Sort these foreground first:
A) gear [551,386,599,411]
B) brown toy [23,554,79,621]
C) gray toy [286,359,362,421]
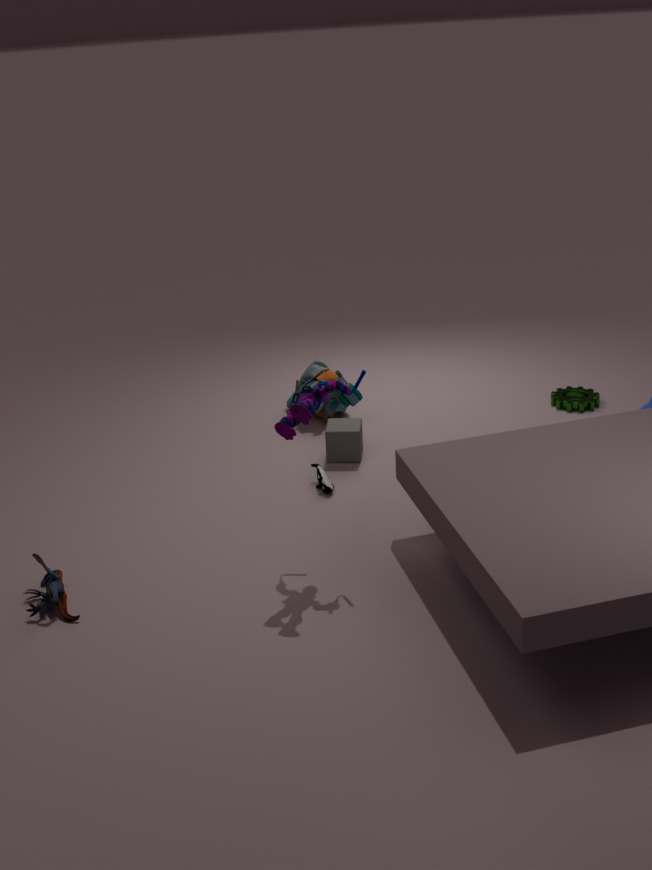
brown toy [23,554,79,621]
gray toy [286,359,362,421]
gear [551,386,599,411]
